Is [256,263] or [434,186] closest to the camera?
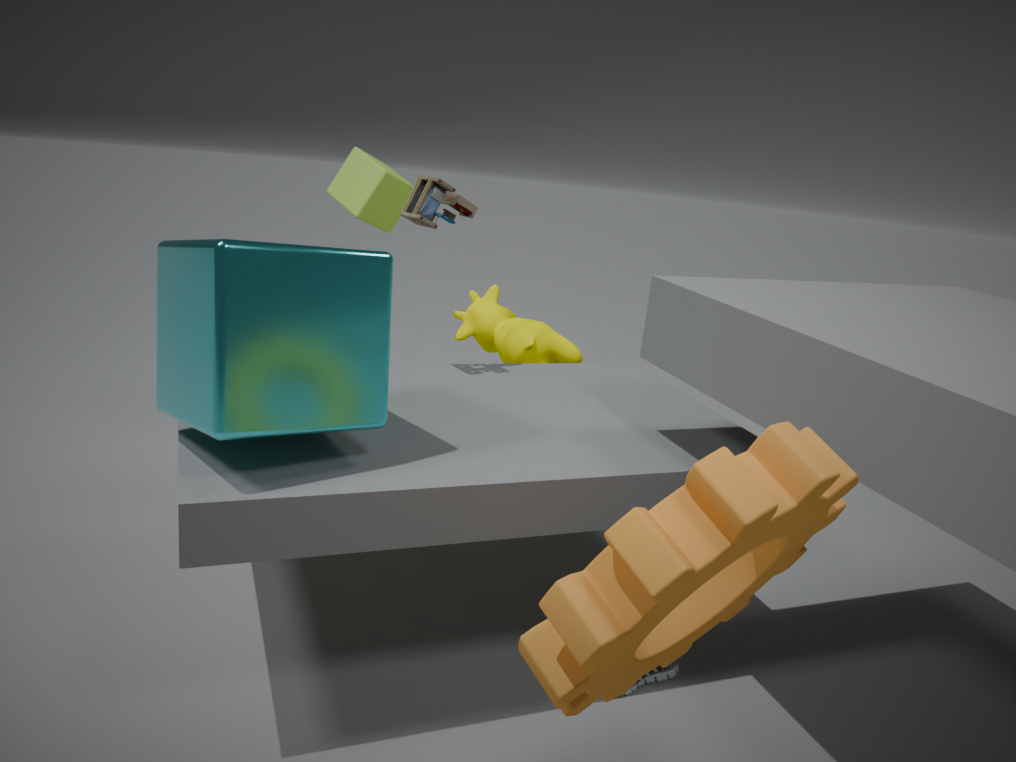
[256,263]
